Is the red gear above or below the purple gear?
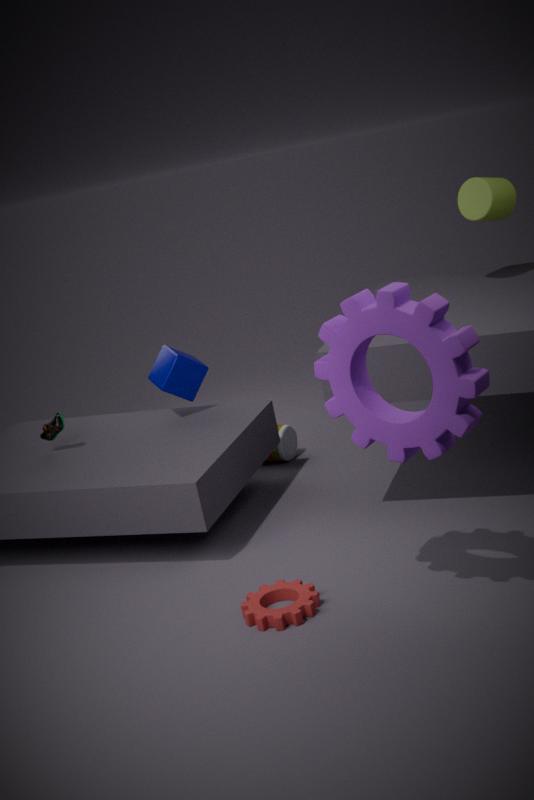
below
